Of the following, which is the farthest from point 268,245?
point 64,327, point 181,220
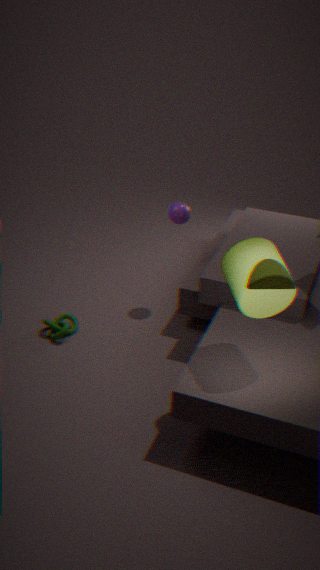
point 64,327
